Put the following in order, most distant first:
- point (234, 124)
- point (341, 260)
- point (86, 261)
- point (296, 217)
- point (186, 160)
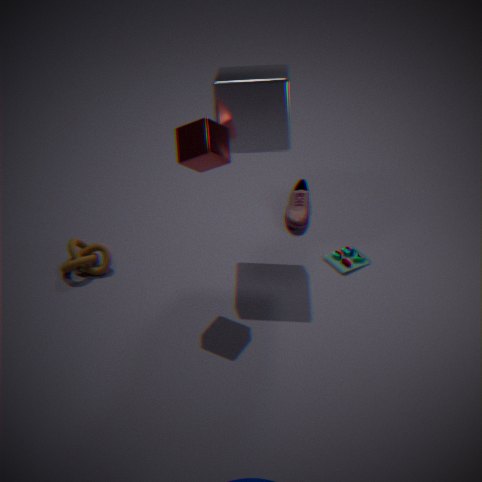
point (296, 217) → point (341, 260) → point (86, 261) → point (234, 124) → point (186, 160)
